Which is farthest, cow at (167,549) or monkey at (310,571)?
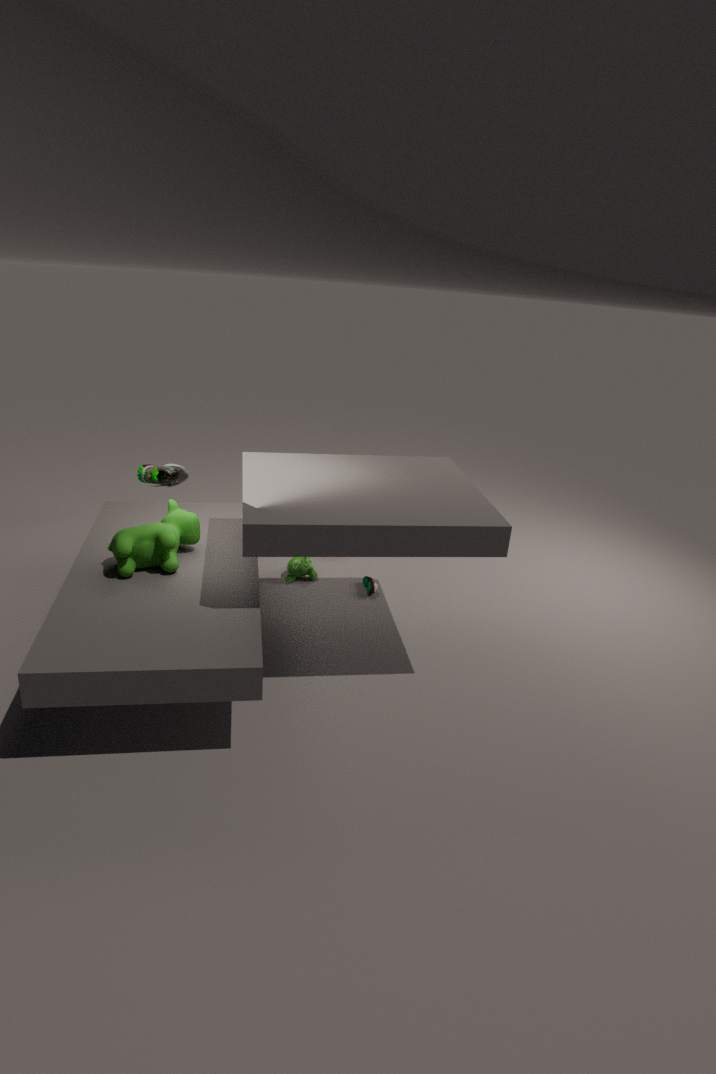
monkey at (310,571)
